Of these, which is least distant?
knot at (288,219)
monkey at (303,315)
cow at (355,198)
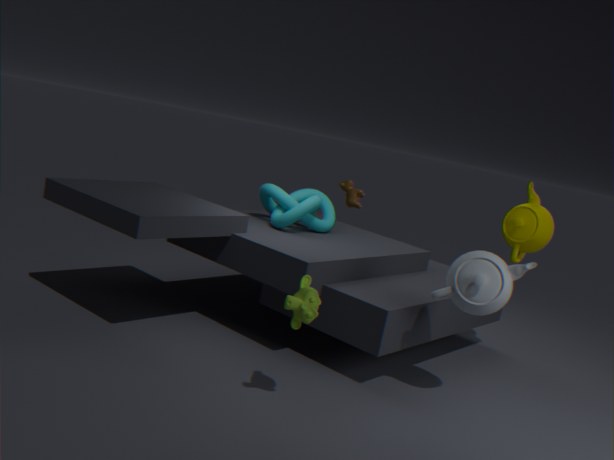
monkey at (303,315)
